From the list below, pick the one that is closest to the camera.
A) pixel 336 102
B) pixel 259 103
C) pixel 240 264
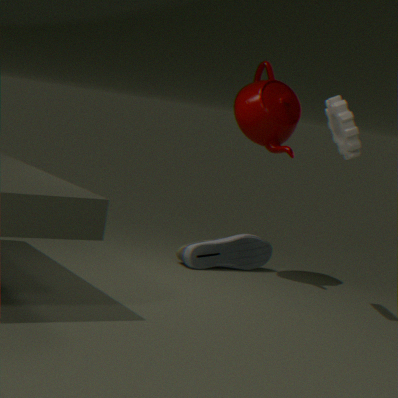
pixel 336 102
